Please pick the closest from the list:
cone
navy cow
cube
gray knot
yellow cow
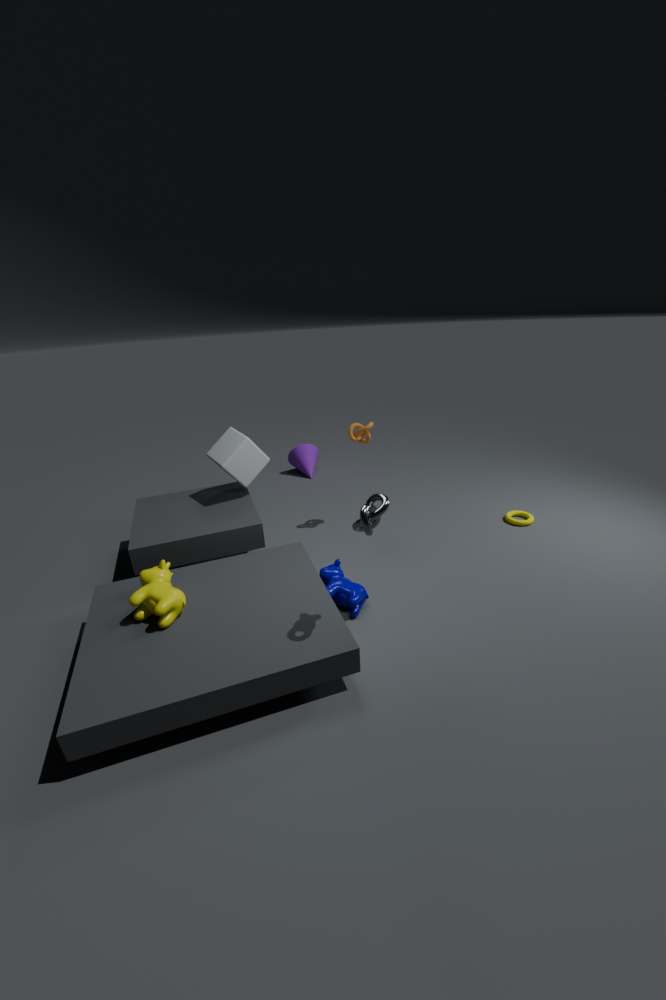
gray knot
